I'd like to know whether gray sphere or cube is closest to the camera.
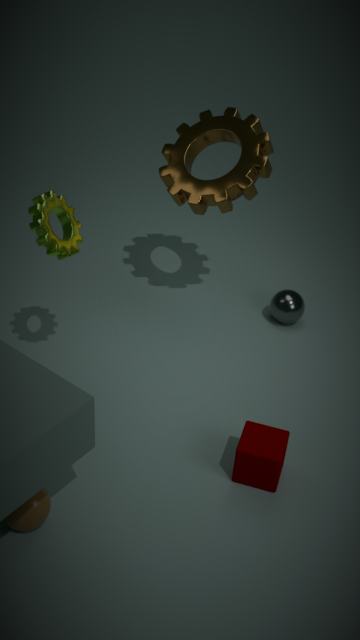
cube
